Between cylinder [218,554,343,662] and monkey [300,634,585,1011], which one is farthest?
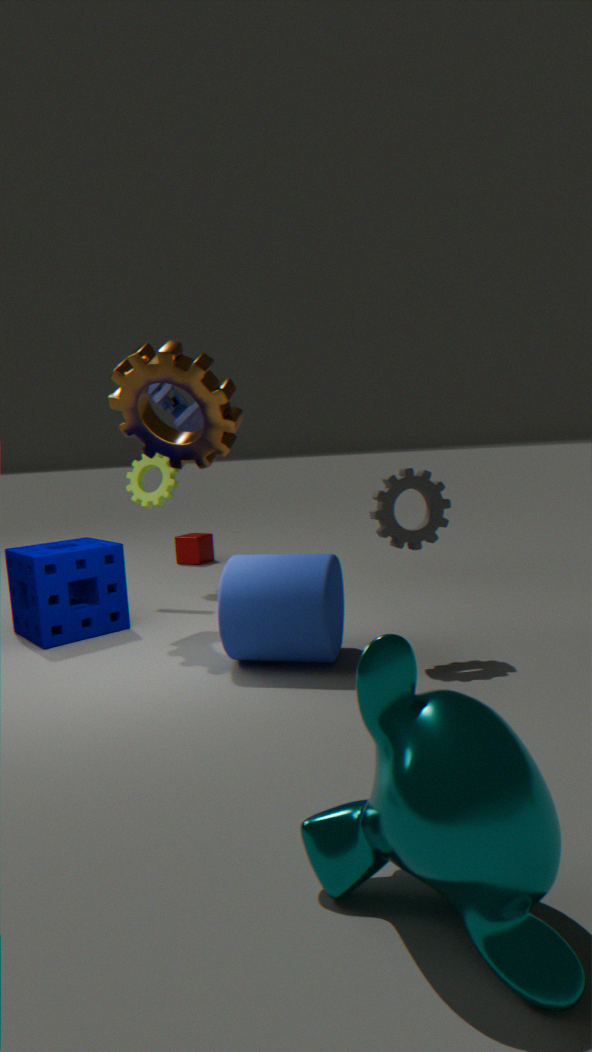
cylinder [218,554,343,662]
